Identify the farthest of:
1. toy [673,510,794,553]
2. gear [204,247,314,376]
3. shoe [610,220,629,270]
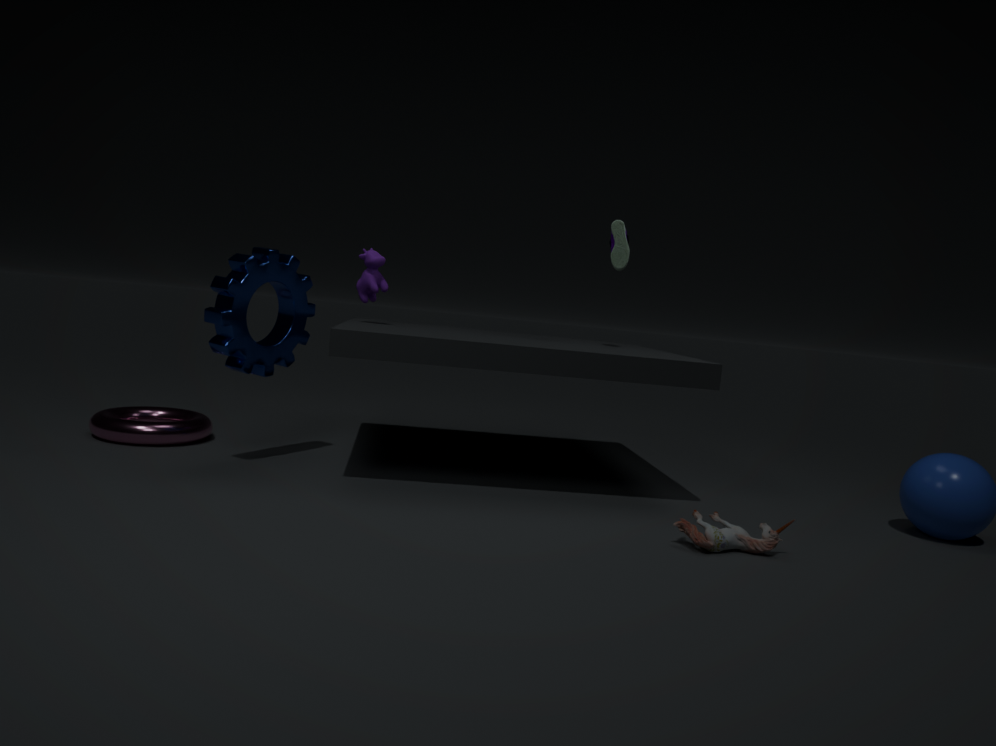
shoe [610,220,629,270]
